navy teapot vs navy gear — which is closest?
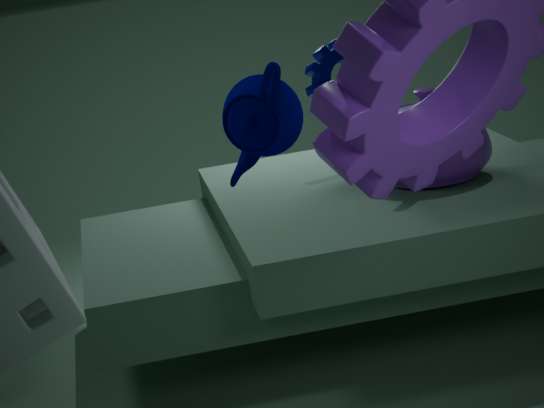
navy teapot
